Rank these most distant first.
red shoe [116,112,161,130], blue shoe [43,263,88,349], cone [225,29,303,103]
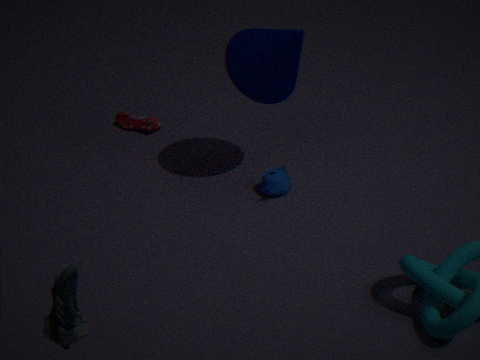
red shoe [116,112,161,130], cone [225,29,303,103], blue shoe [43,263,88,349]
